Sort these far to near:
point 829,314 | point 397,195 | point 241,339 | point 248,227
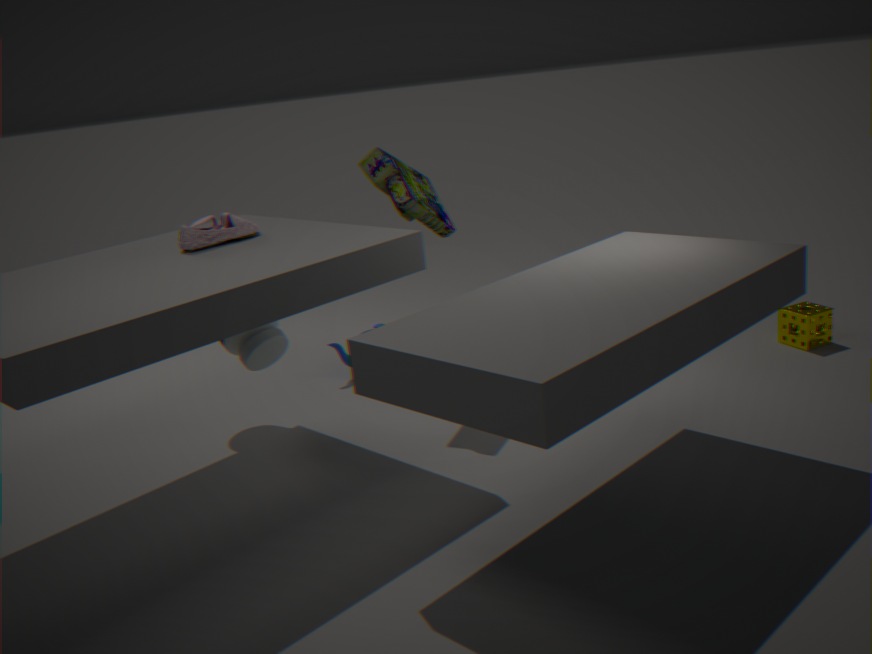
1. point 829,314
2. point 241,339
3. point 397,195
4. point 248,227
